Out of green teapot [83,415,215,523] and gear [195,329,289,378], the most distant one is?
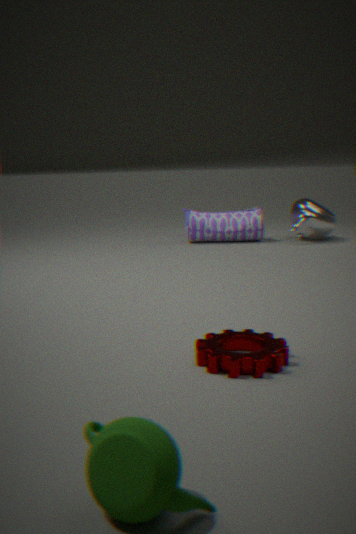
gear [195,329,289,378]
